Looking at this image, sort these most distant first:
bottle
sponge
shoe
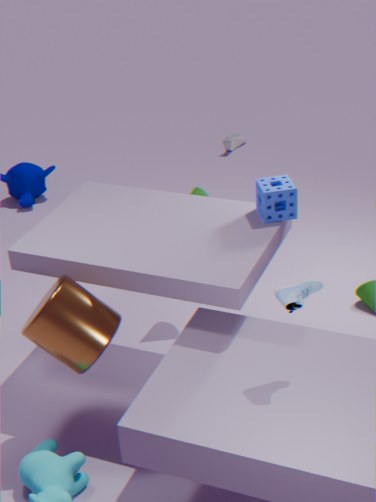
bottle
sponge
shoe
